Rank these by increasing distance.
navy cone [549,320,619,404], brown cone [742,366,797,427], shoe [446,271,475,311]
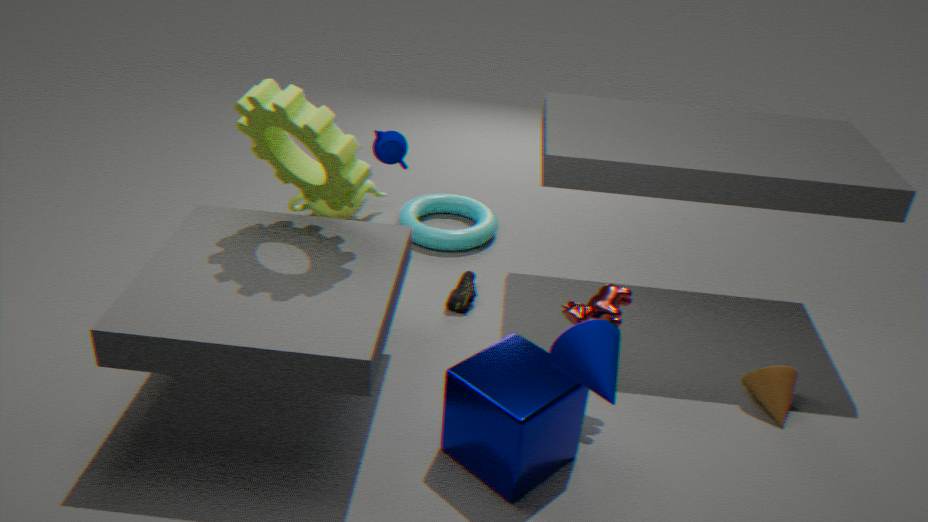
navy cone [549,320,619,404]
brown cone [742,366,797,427]
shoe [446,271,475,311]
